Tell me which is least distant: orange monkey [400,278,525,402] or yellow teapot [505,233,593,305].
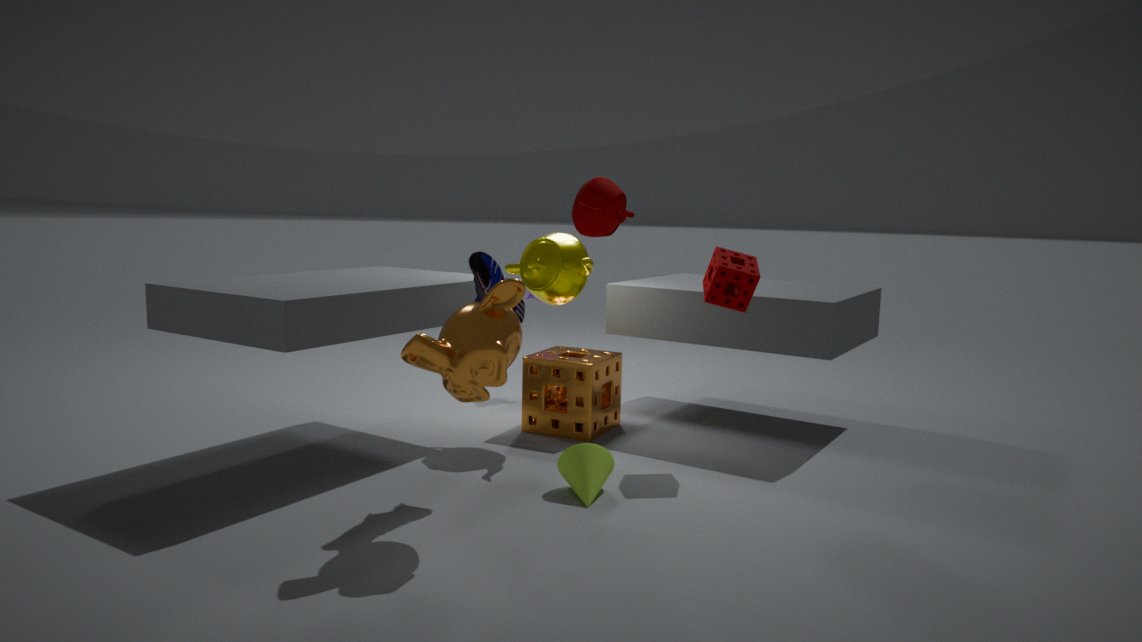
orange monkey [400,278,525,402]
